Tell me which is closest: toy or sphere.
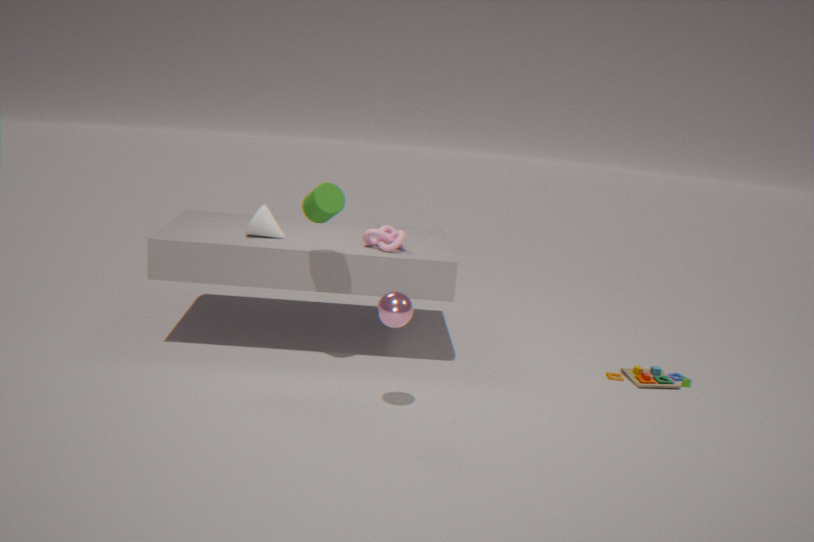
sphere
